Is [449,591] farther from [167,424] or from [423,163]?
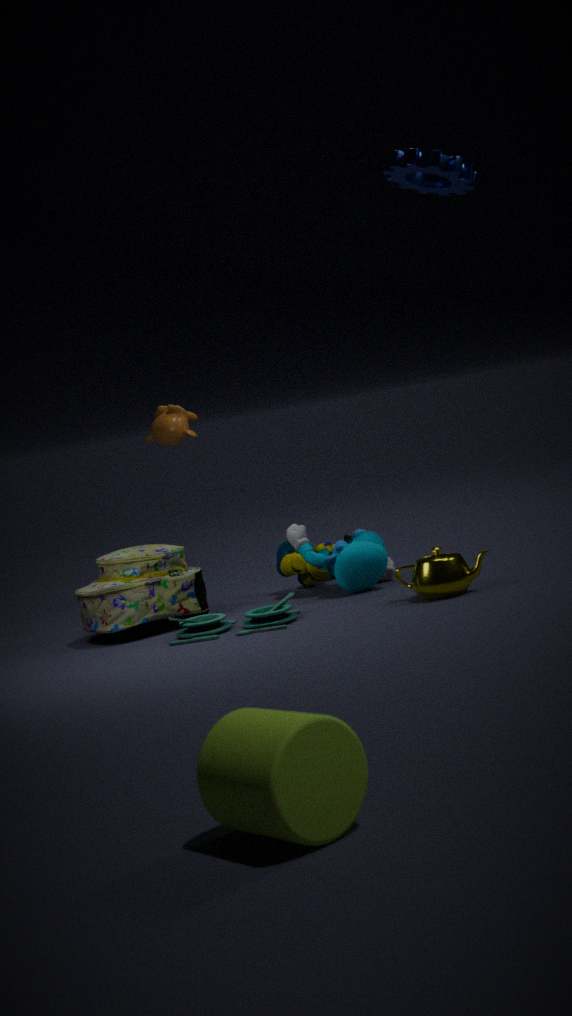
[167,424]
